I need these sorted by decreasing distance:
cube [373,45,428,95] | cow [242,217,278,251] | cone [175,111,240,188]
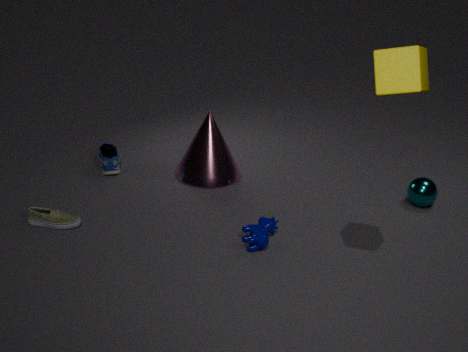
cone [175,111,240,188], cow [242,217,278,251], cube [373,45,428,95]
